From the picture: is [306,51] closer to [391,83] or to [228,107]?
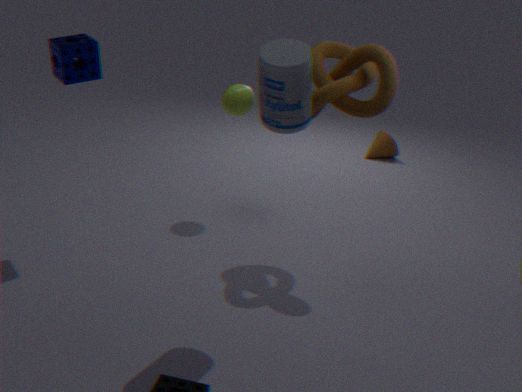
[391,83]
